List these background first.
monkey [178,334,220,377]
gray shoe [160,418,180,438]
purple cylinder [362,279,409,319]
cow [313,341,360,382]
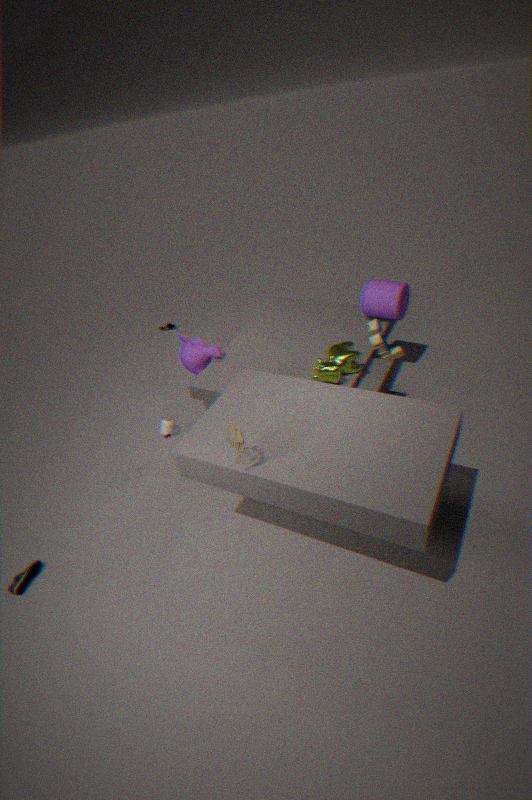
monkey [178,334,220,377]
purple cylinder [362,279,409,319]
cow [313,341,360,382]
gray shoe [160,418,180,438]
